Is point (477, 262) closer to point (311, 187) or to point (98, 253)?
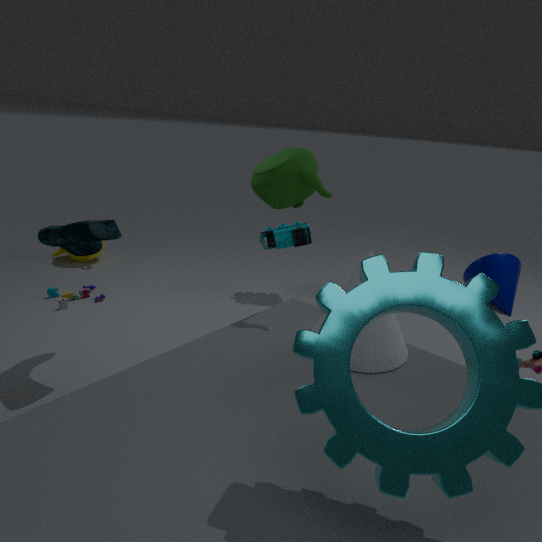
point (311, 187)
